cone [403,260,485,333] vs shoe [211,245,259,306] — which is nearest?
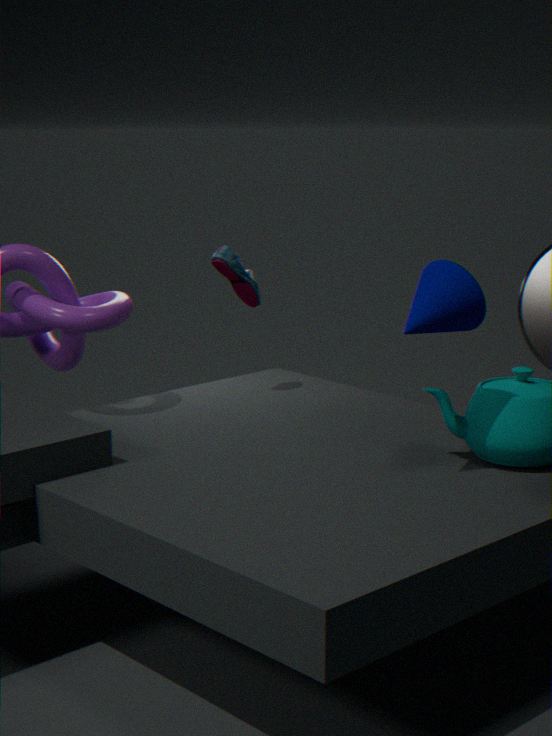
Result: cone [403,260,485,333]
